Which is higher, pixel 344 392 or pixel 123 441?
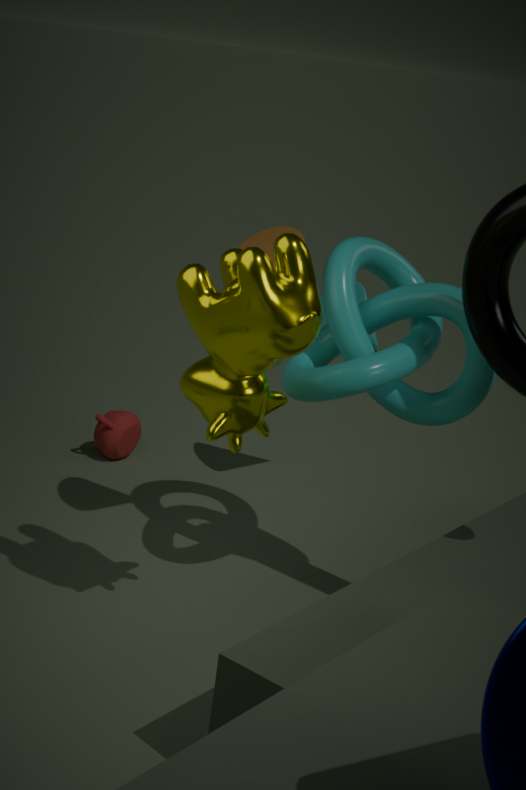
pixel 344 392
